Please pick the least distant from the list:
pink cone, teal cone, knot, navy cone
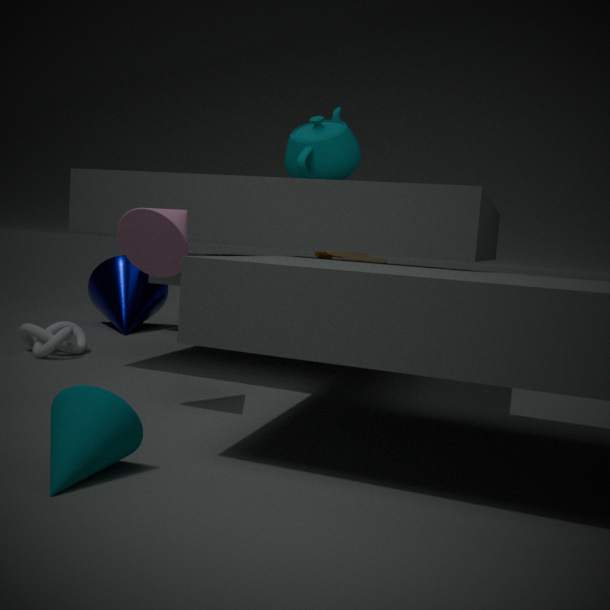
teal cone
